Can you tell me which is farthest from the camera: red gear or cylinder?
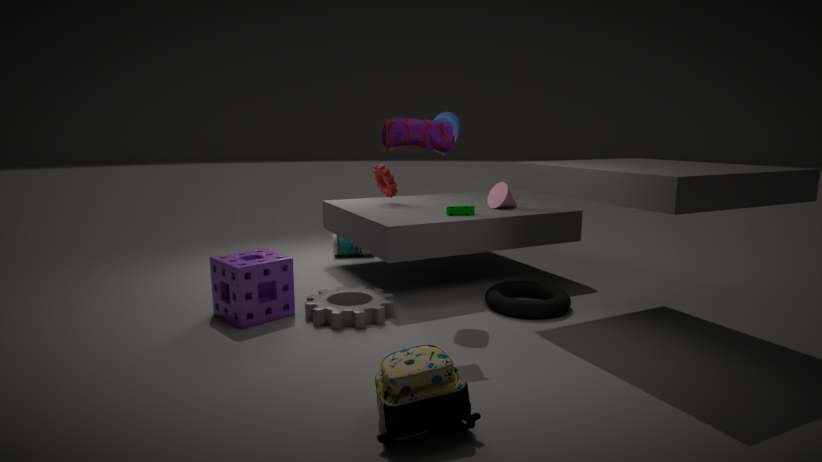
red gear
